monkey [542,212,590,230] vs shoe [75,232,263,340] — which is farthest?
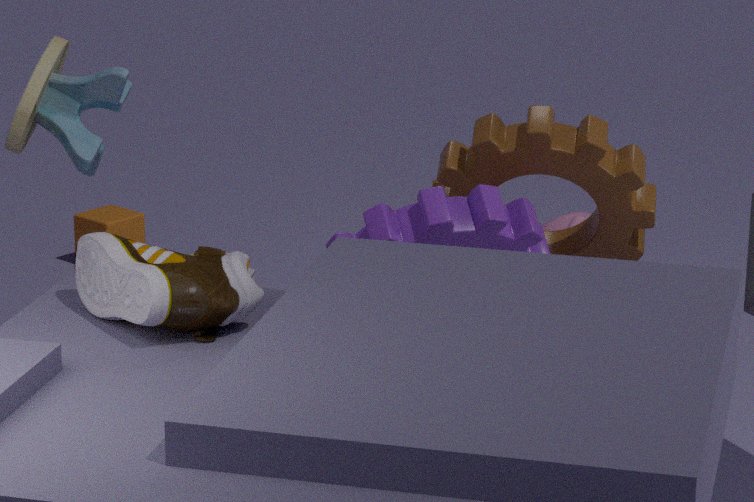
monkey [542,212,590,230]
